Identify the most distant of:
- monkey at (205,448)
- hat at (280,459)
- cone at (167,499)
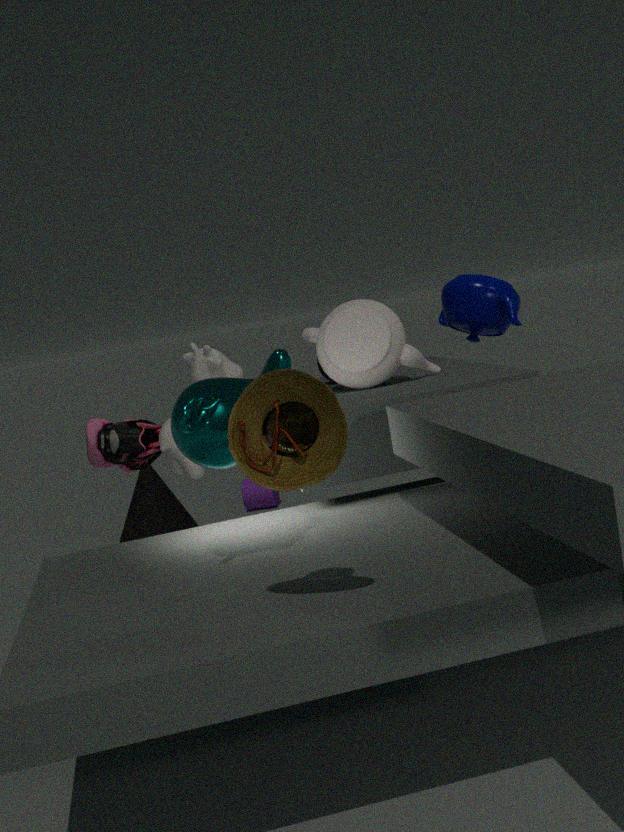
cone at (167,499)
